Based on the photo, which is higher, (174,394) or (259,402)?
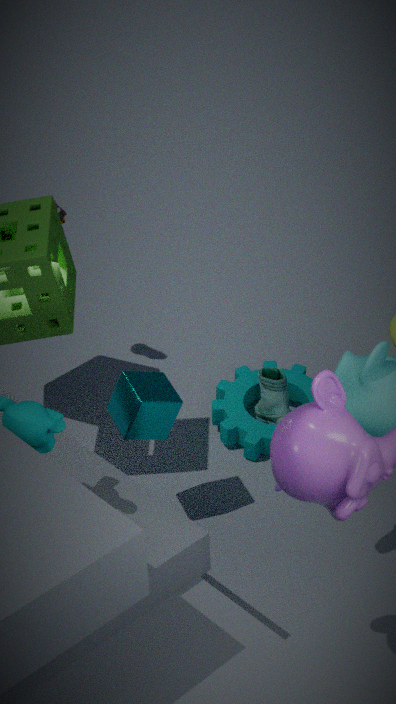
(174,394)
